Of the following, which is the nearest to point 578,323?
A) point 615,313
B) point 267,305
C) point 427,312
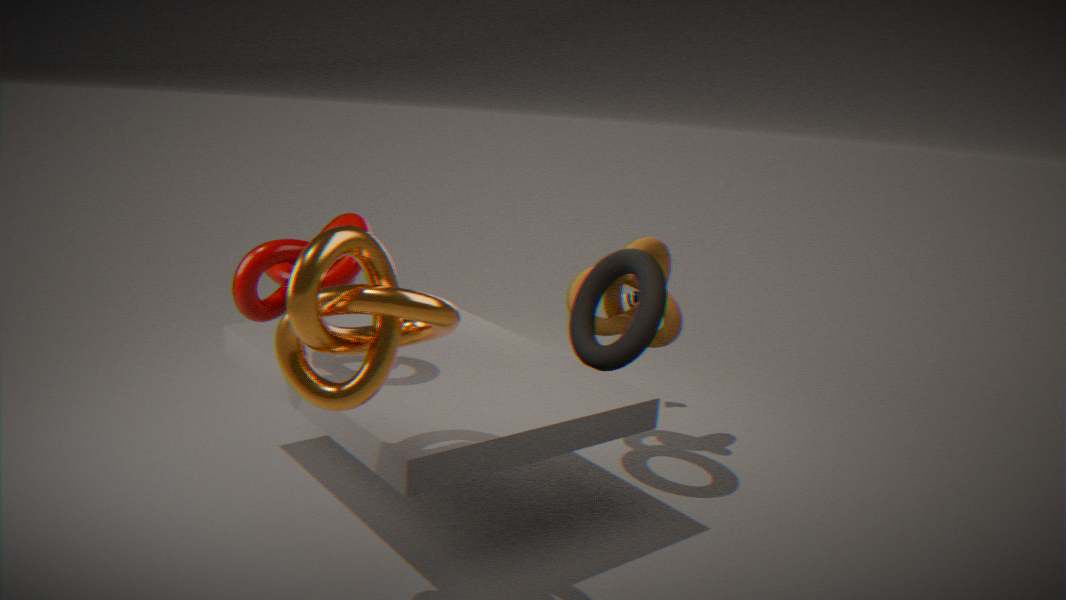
point 615,313
